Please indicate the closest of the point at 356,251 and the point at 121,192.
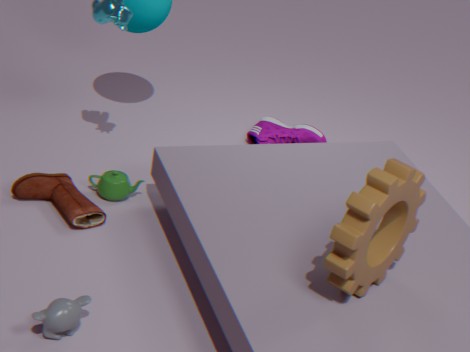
the point at 356,251
